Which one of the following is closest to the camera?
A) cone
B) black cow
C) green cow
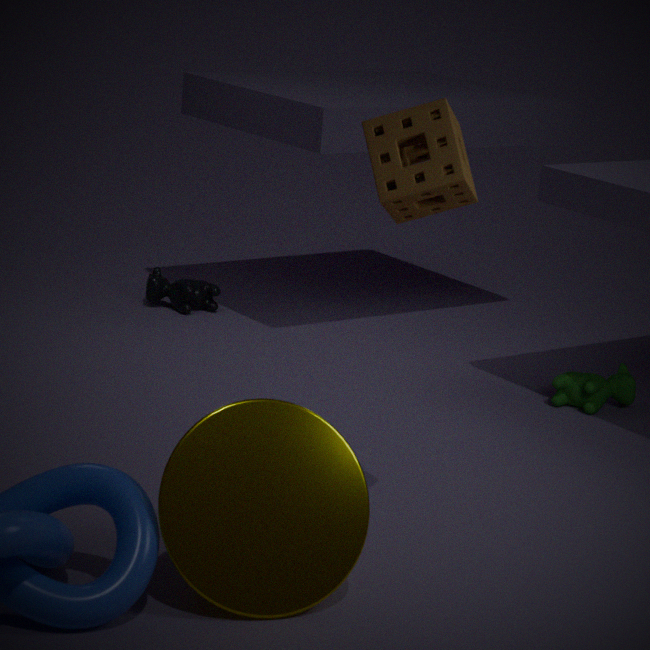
cone
